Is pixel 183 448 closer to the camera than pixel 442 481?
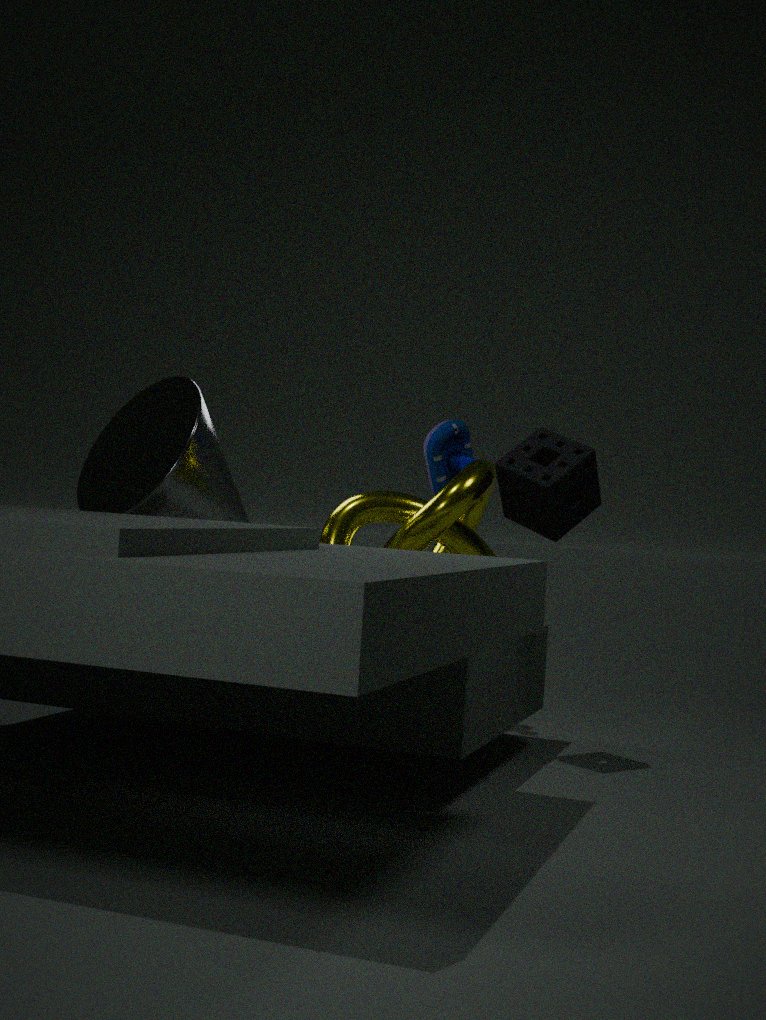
Yes
